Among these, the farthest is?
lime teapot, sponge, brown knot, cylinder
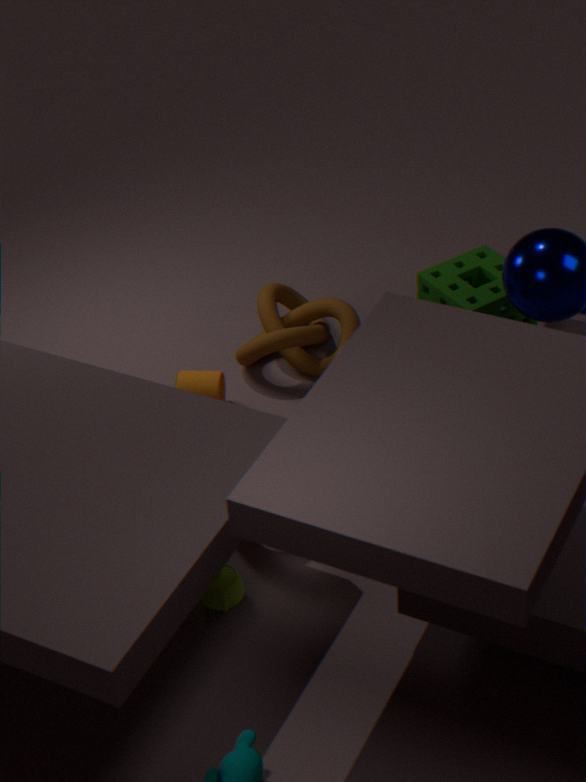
brown knot
